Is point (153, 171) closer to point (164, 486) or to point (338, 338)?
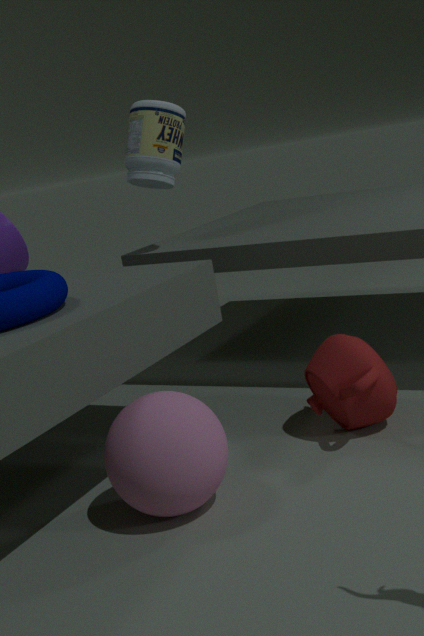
point (338, 338)
